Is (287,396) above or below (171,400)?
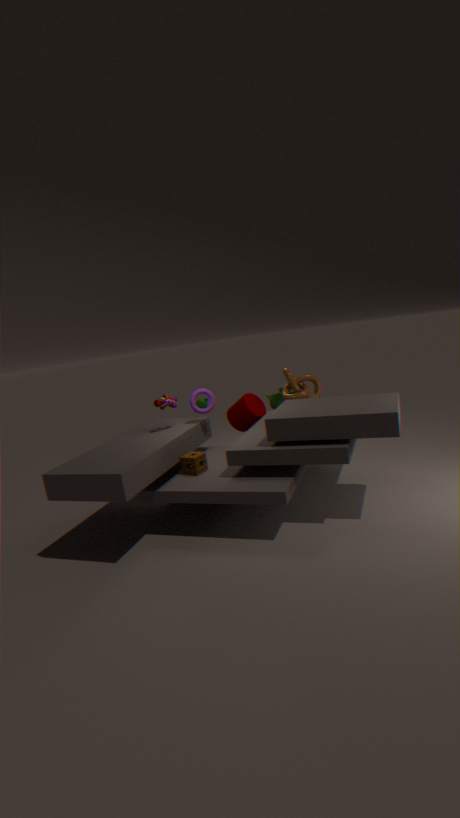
below
